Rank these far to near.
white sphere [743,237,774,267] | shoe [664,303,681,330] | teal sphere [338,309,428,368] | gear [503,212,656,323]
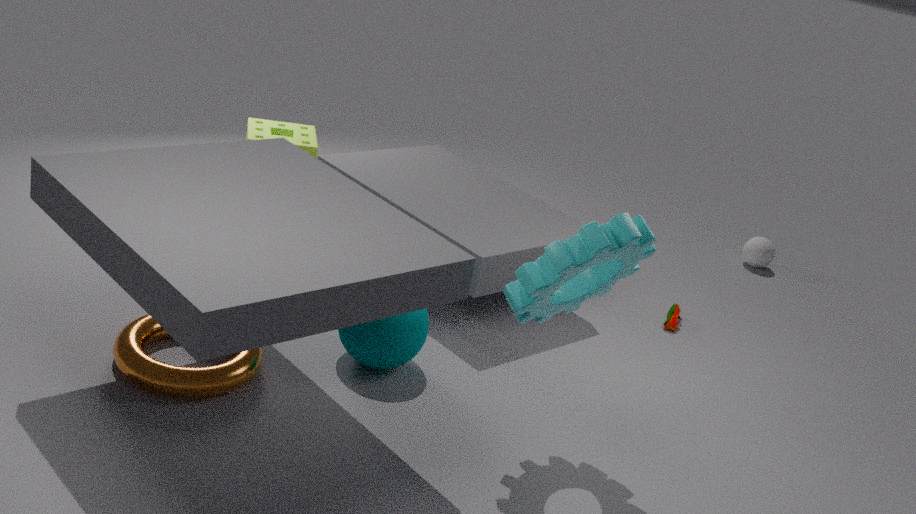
white sphere [743,237,774,267], shoe [664,303,681,330], teal sphere [338,309,428,368], gear [503,212,656,323]
